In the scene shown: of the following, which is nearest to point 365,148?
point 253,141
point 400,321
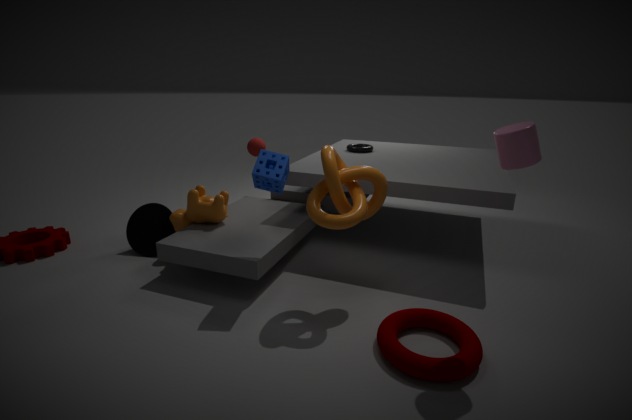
point 253,141
